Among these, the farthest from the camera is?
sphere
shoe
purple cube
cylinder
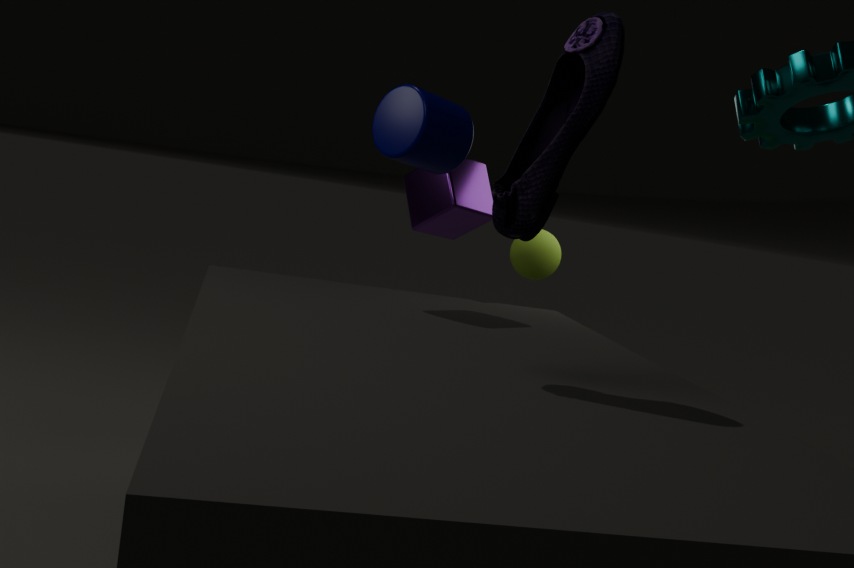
sphere
